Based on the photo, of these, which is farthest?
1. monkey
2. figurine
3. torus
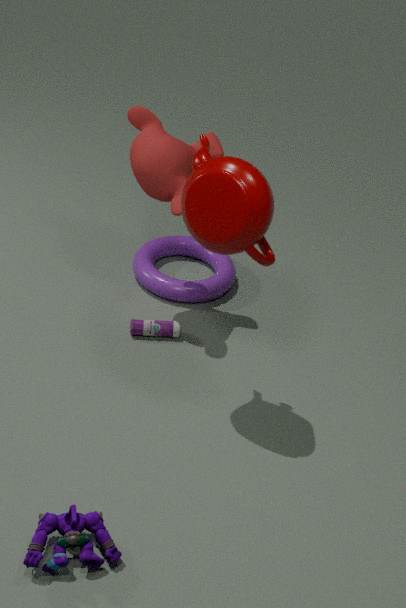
torus
